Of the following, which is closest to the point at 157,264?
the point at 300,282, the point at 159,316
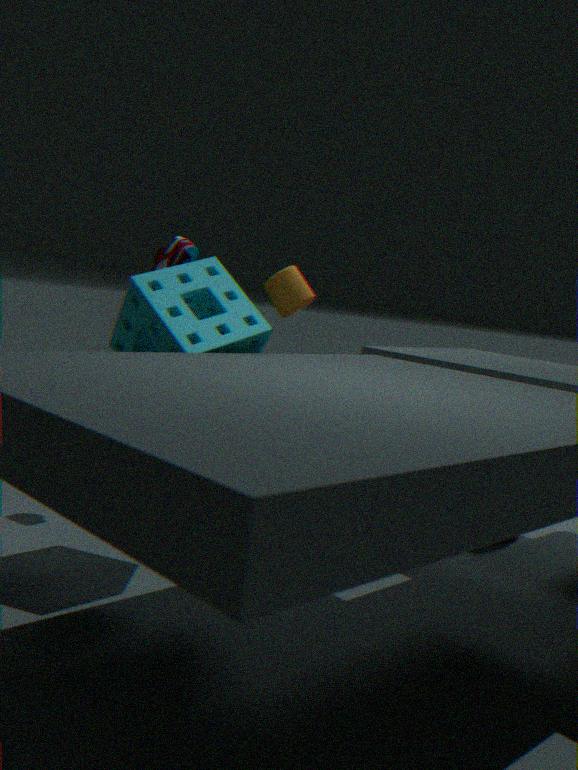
the point at 300,282
